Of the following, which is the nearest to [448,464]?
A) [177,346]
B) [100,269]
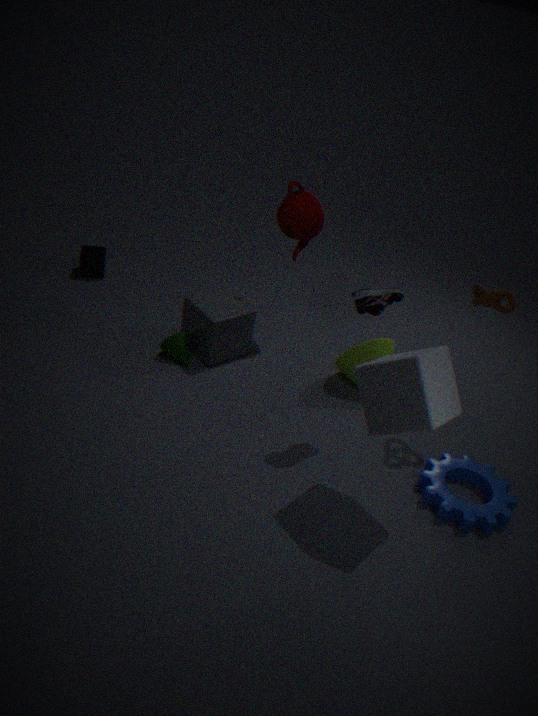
[177,346]
